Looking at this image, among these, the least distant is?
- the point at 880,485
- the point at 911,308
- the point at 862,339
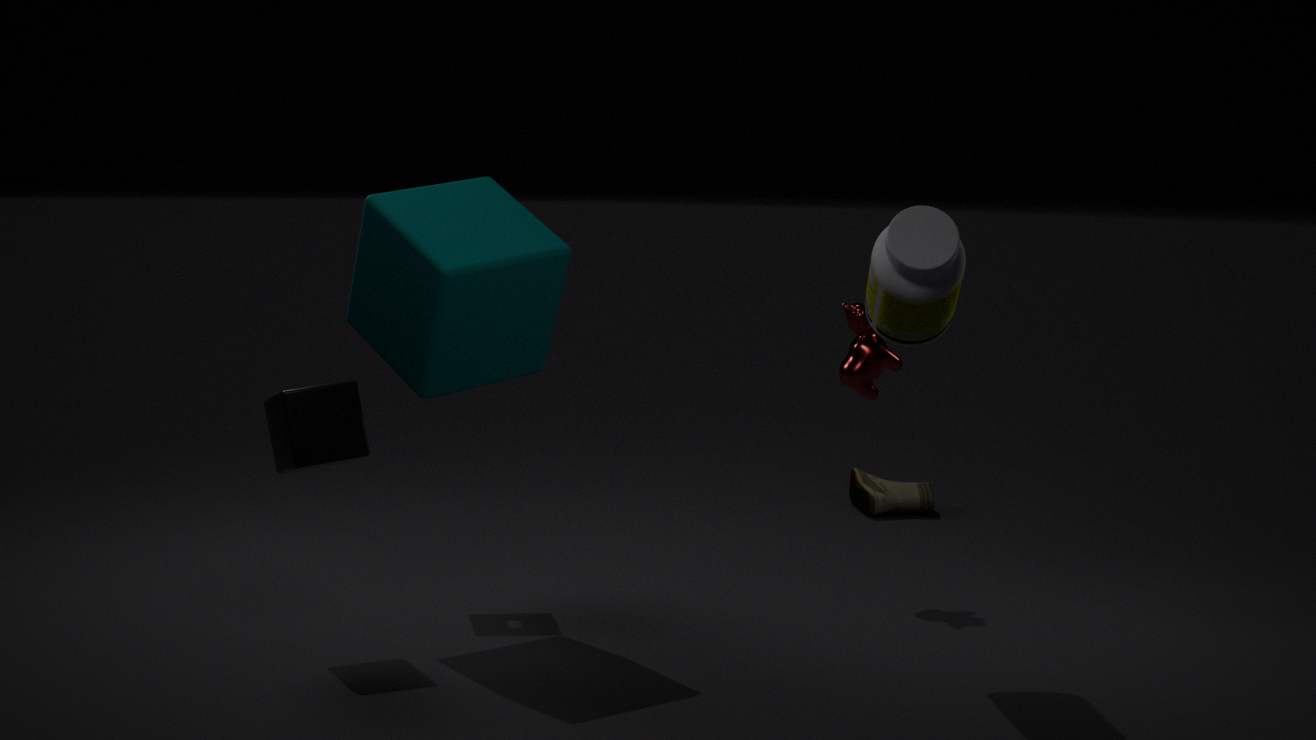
the point at 911,308
